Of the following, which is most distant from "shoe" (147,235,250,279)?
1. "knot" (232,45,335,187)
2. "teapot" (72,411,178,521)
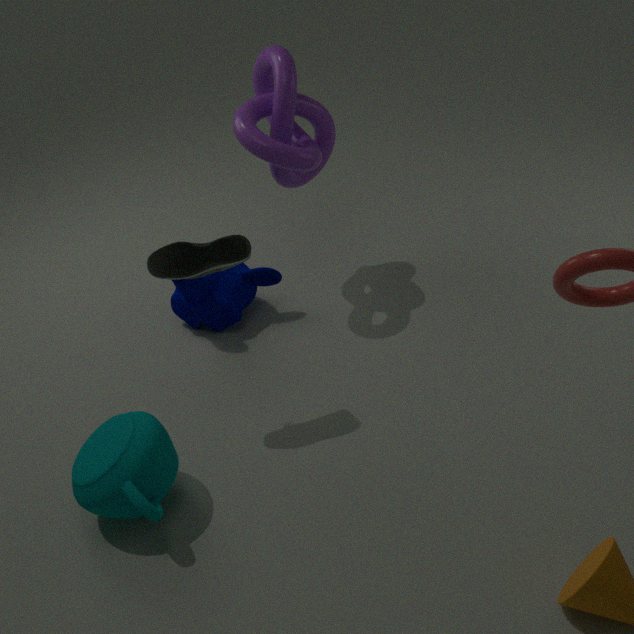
"knot" (232,45,335,187)
